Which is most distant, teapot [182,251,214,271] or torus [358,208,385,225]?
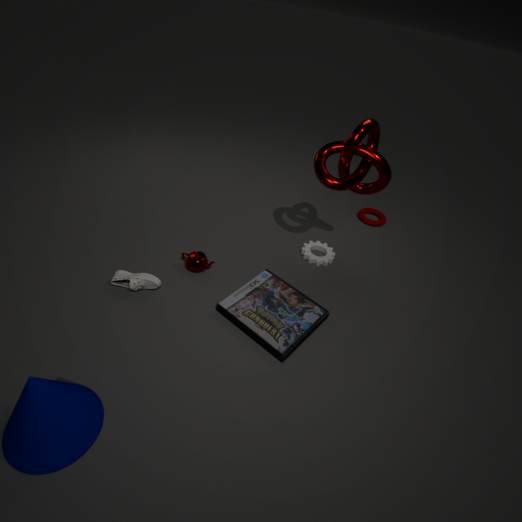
torus [358,208,385,225]
